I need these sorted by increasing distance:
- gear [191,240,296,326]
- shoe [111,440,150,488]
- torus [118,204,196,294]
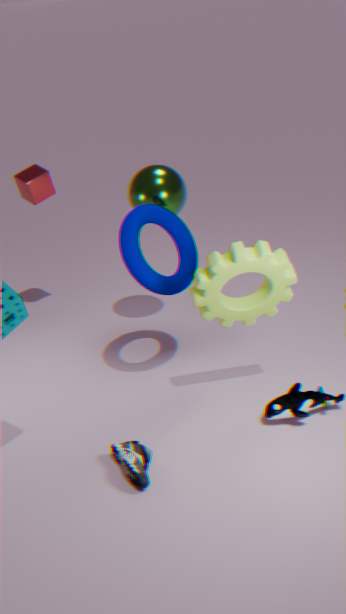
shoe [111,440,150,488] < gear [191,240,296,326] < torus [118,204,196,294]
